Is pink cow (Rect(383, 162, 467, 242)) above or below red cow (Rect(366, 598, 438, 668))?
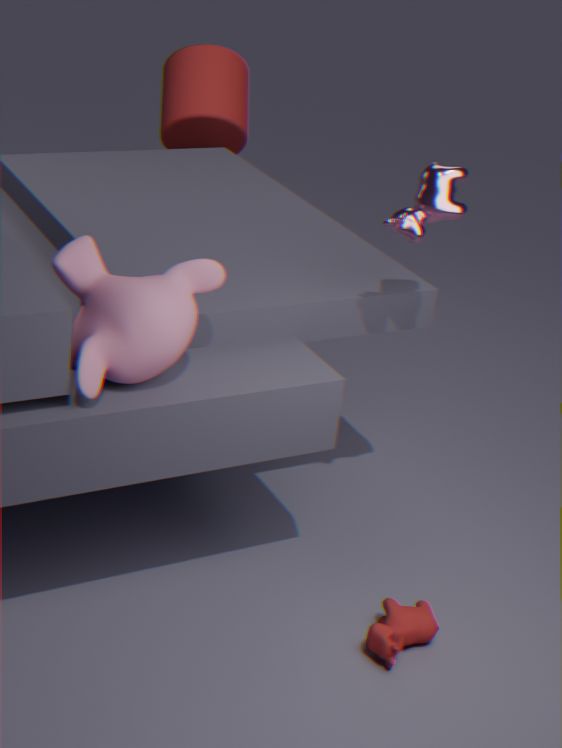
above
